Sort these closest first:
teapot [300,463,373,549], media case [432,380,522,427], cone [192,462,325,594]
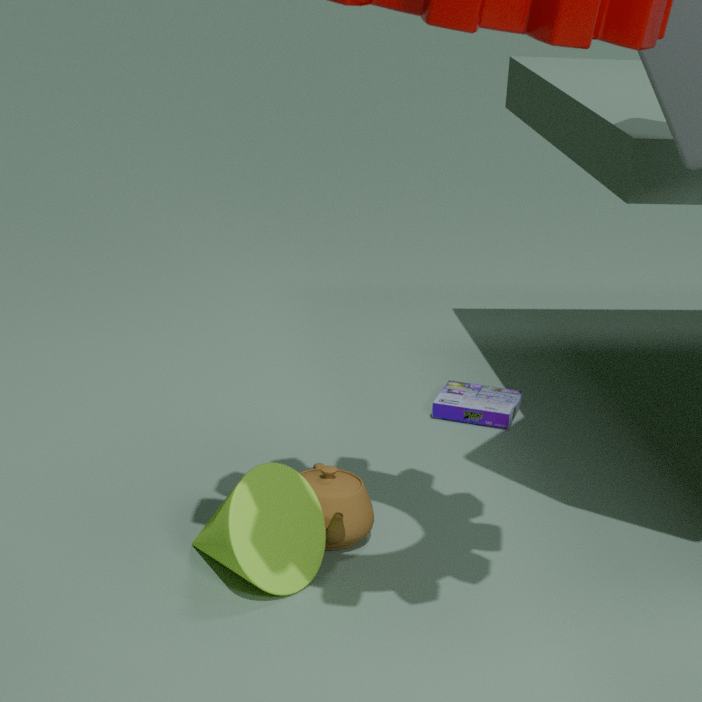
cone [192,462,325,594]
teapot [300,463,373,549]
media case [432,380,522,427]
